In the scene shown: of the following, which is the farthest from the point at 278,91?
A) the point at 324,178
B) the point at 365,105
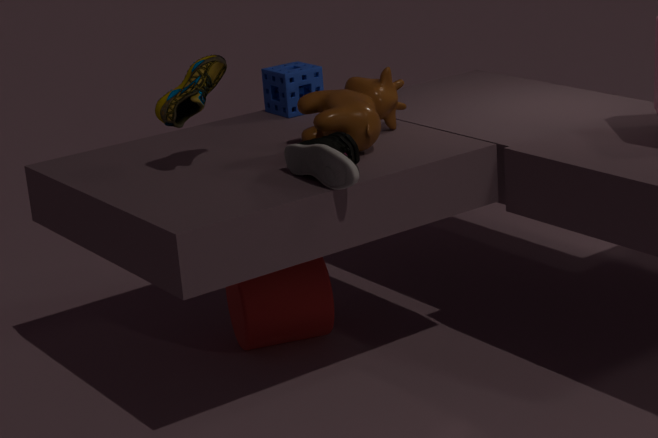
the point at 324,178
